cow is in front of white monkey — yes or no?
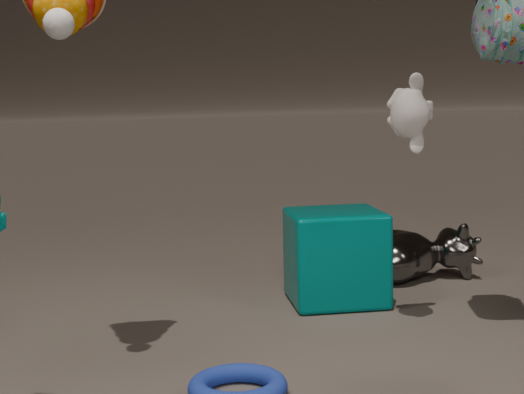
Answer: No
